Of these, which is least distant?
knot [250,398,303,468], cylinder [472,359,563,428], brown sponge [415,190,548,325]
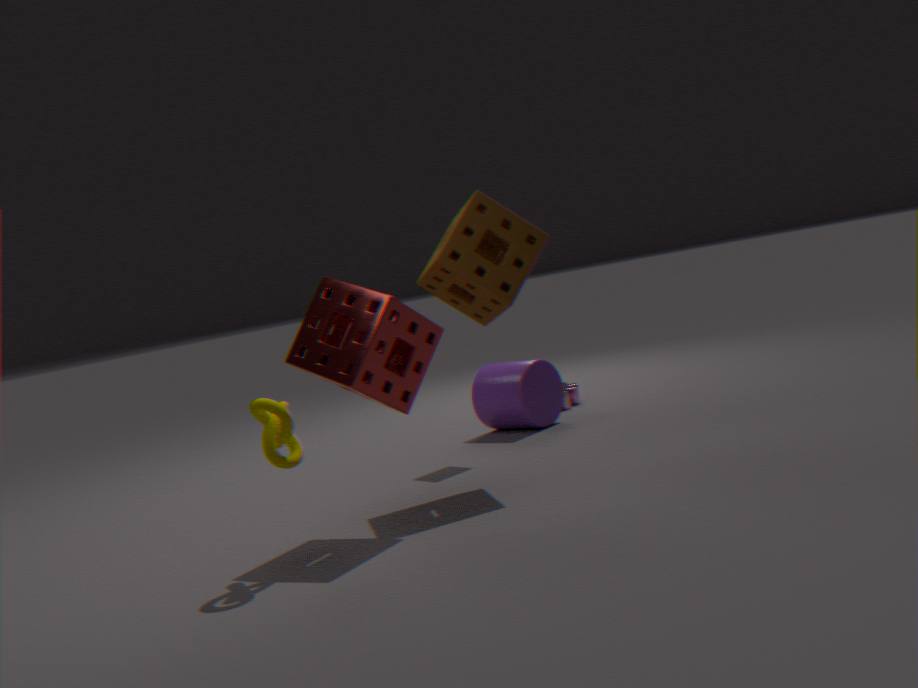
knot [250,398,303,468]
